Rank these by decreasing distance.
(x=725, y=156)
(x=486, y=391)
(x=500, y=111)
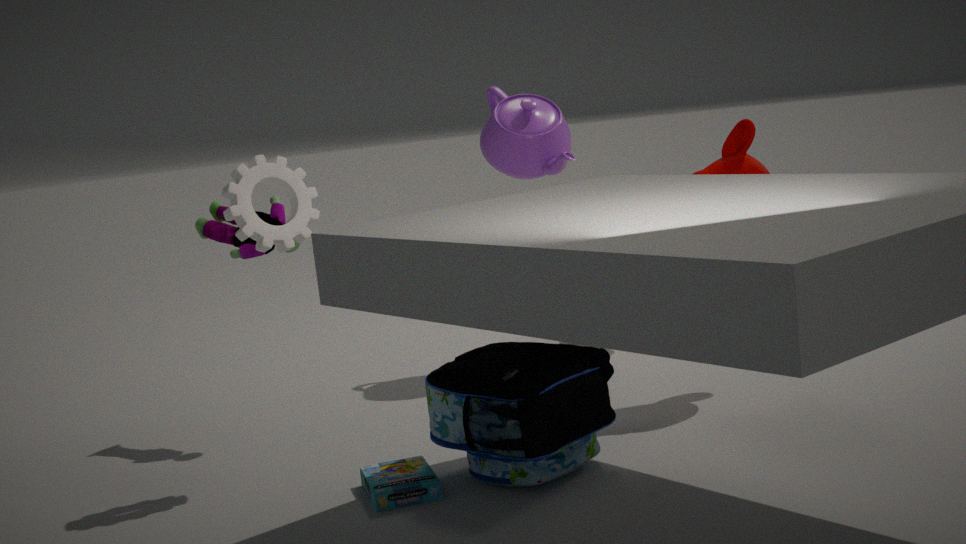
1. (x=500, y=111)
2. (x=725, y=156)
3. (x=486, y=391)
